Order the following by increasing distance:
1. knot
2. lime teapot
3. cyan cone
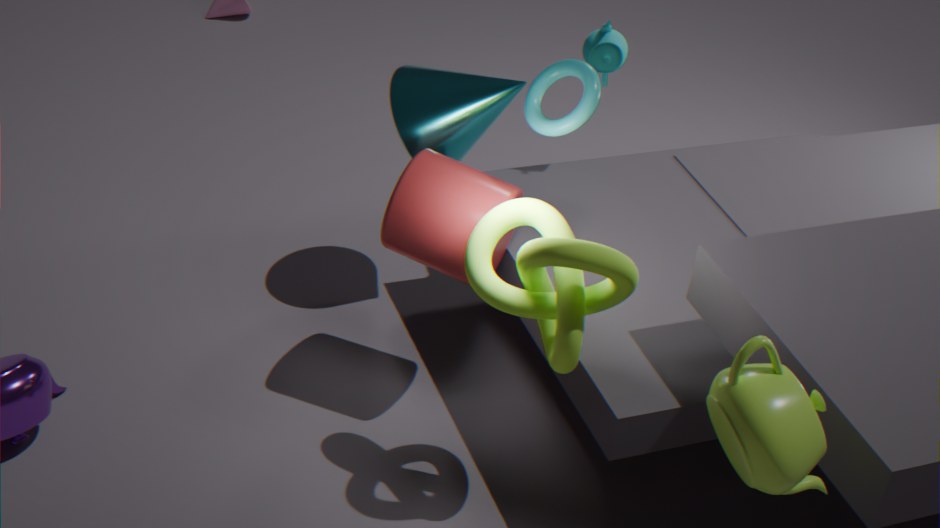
lime teapot
knot
cyan cone
